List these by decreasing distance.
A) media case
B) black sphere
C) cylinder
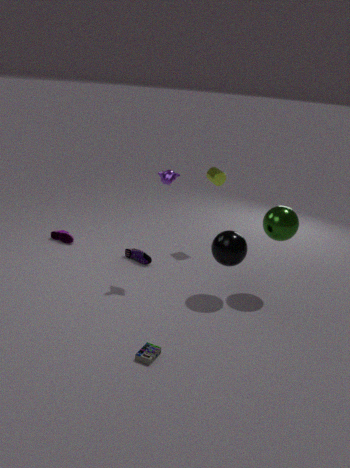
1. cylinder
2. black sphere
3. media case
